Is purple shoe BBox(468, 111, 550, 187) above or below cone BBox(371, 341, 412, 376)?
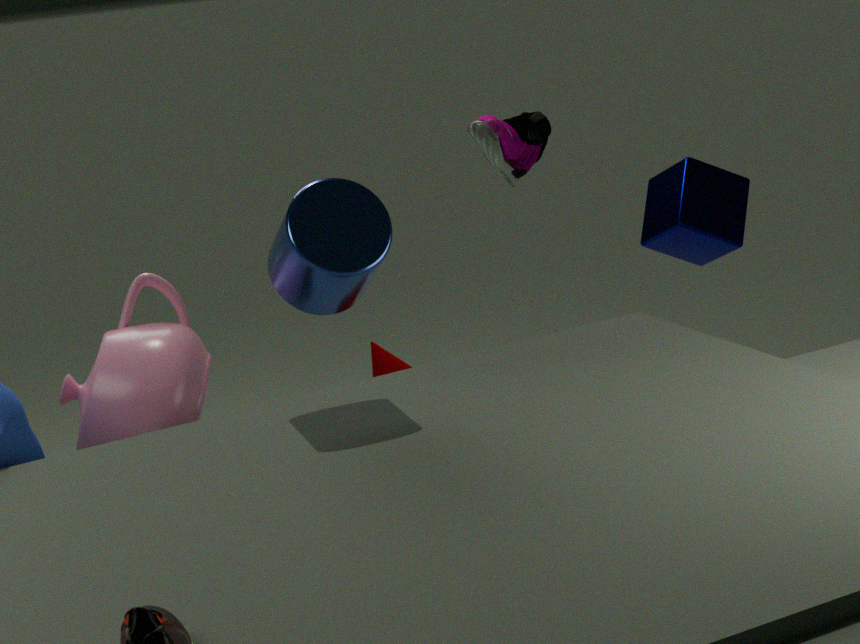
above
